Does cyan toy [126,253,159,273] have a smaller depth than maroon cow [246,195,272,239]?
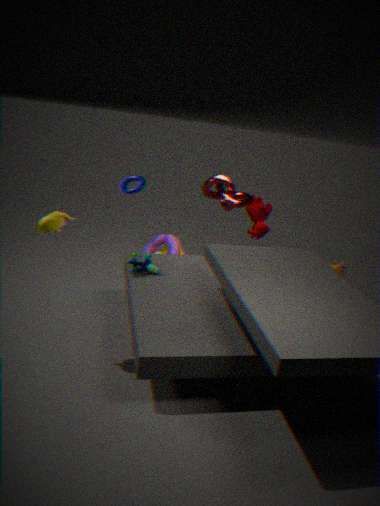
Yes
